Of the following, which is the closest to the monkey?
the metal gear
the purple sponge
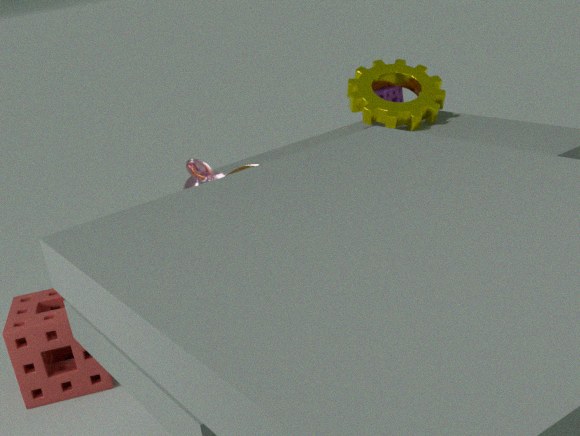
the metal gear
